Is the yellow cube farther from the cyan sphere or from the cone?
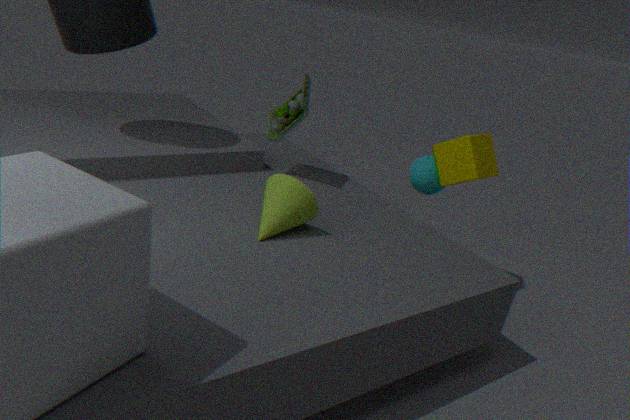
the cone
